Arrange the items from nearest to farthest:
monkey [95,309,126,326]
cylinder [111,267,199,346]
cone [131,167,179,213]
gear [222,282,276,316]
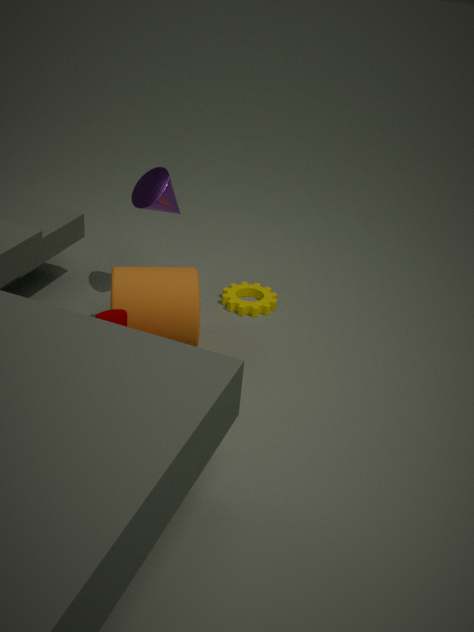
monkey [95,309,126,326], cylinder [111,267,199,346], cone [131,167,179,213], gear [222,282,276,316]
